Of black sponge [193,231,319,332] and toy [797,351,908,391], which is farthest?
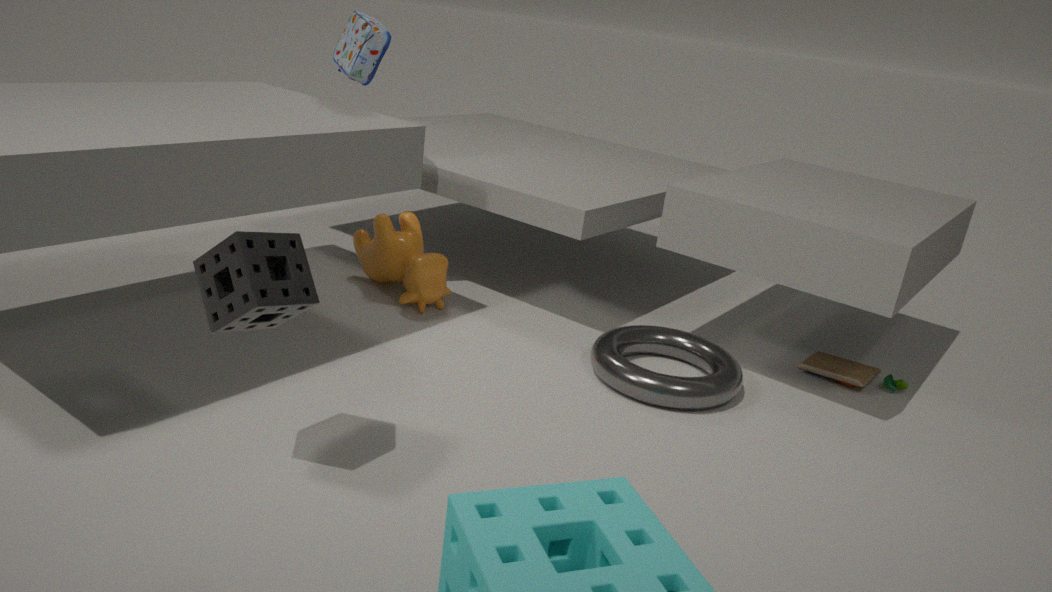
toy [797,351,908,391]
